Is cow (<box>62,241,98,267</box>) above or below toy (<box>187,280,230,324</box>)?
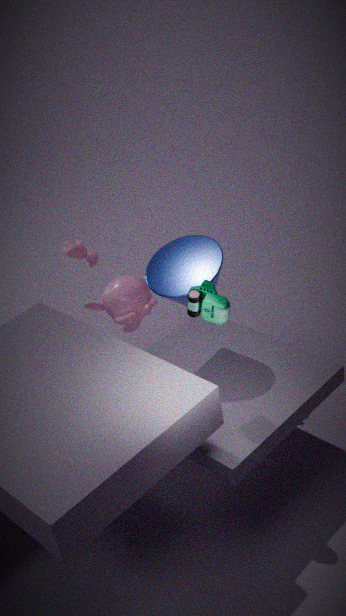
below
